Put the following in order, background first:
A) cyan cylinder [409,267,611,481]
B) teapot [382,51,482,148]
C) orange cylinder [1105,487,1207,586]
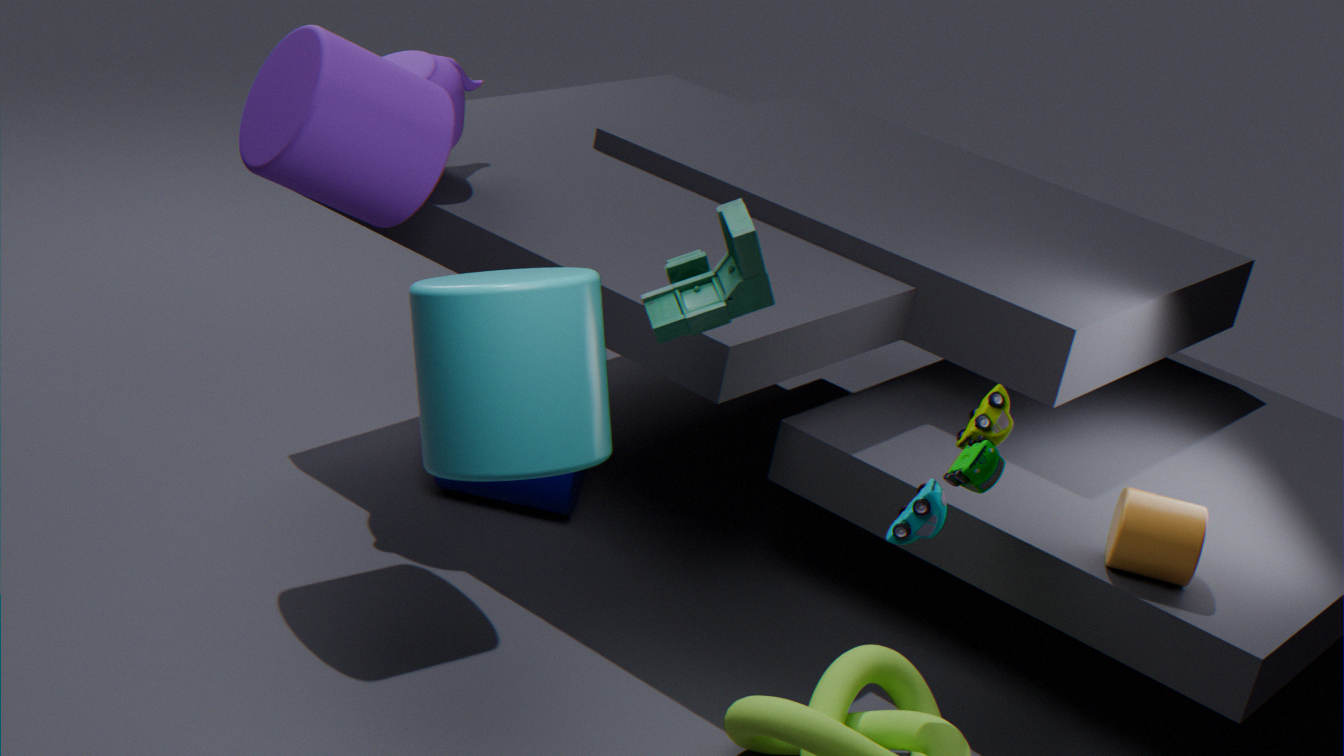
teapot [382,51,482,148]
orange cylinder [1105,487,1207,586]
cyan cylinder [409,267,611,481]
